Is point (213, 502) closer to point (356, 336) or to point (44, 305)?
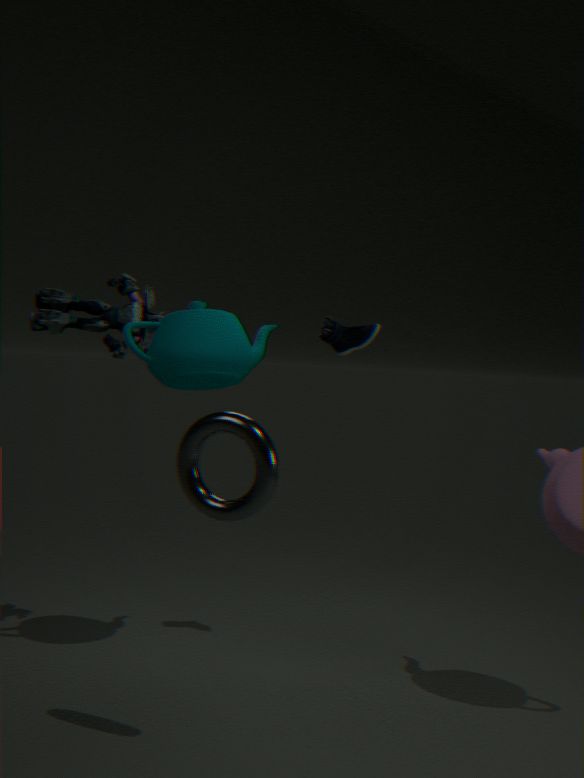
point (356, 336)
